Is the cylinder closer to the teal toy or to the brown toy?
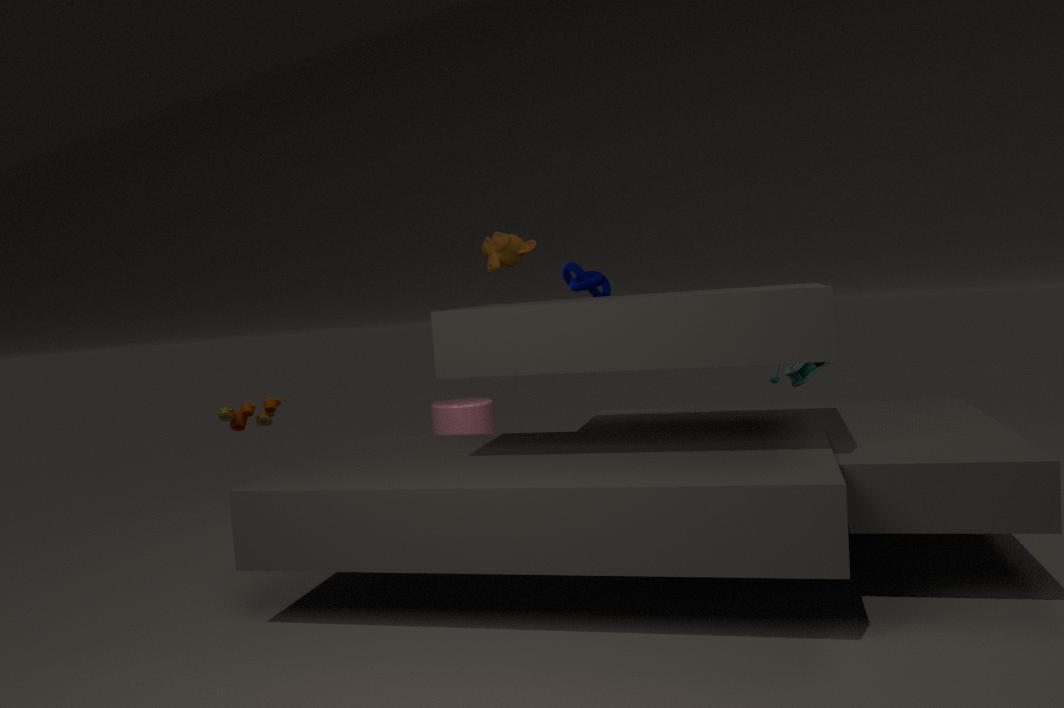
the teal toy
